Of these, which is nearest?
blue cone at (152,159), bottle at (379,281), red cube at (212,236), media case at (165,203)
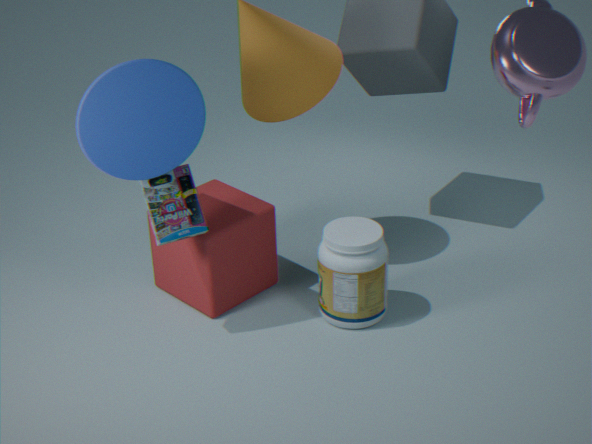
blue cone at (152,159)
